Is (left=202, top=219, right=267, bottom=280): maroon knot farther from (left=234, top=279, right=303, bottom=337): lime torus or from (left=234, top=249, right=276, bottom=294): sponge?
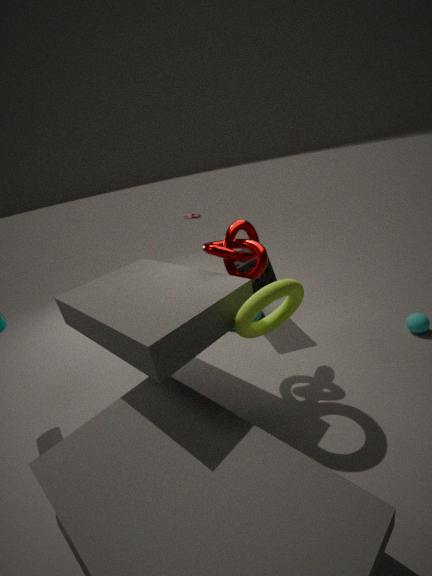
(left=234, top=279, right=303, bottom=337): lime torus
